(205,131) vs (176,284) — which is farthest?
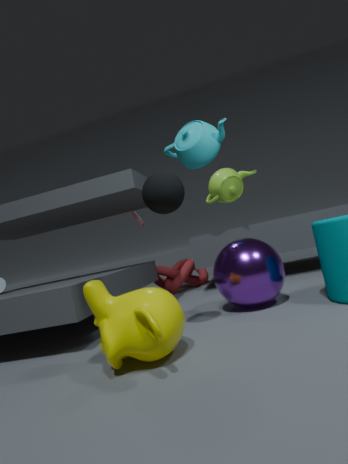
(176,284)
